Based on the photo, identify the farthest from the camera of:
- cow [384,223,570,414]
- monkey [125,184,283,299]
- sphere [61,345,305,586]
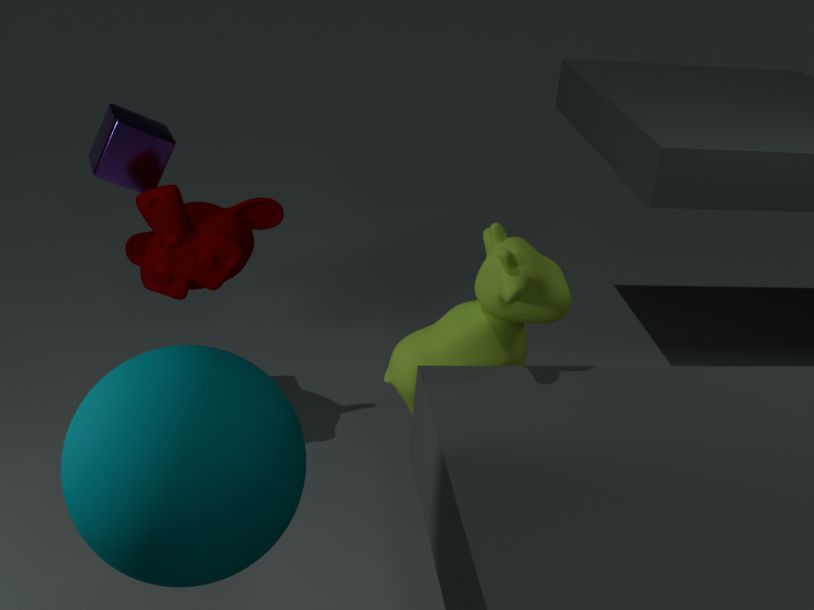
monkey [125,184,283,299]
